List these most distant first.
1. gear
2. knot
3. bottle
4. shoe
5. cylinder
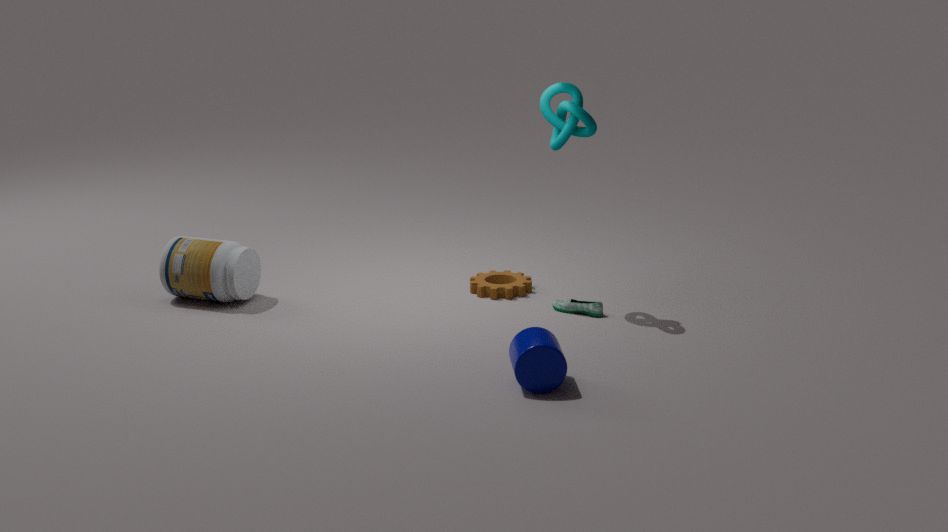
gear, bottle, shoe, knot, cylinder
